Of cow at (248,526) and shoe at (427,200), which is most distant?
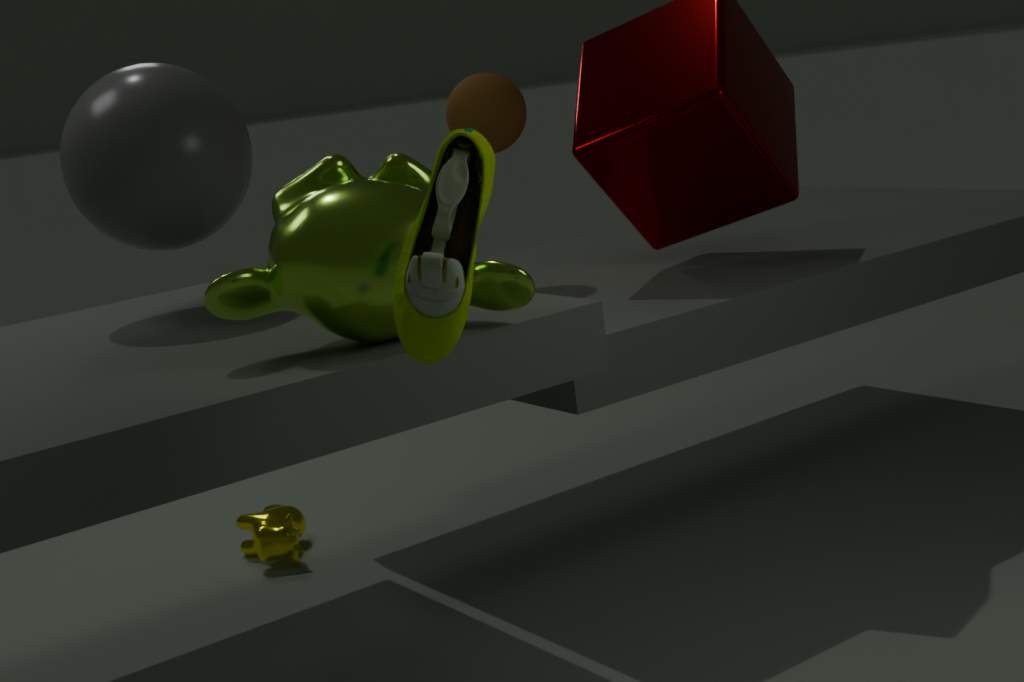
cow at (248,526)
